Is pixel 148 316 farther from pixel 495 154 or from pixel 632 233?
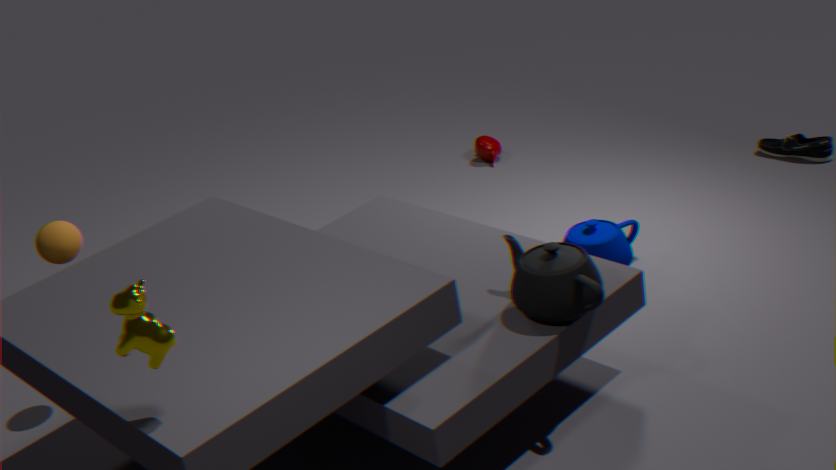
pixel 495 154
